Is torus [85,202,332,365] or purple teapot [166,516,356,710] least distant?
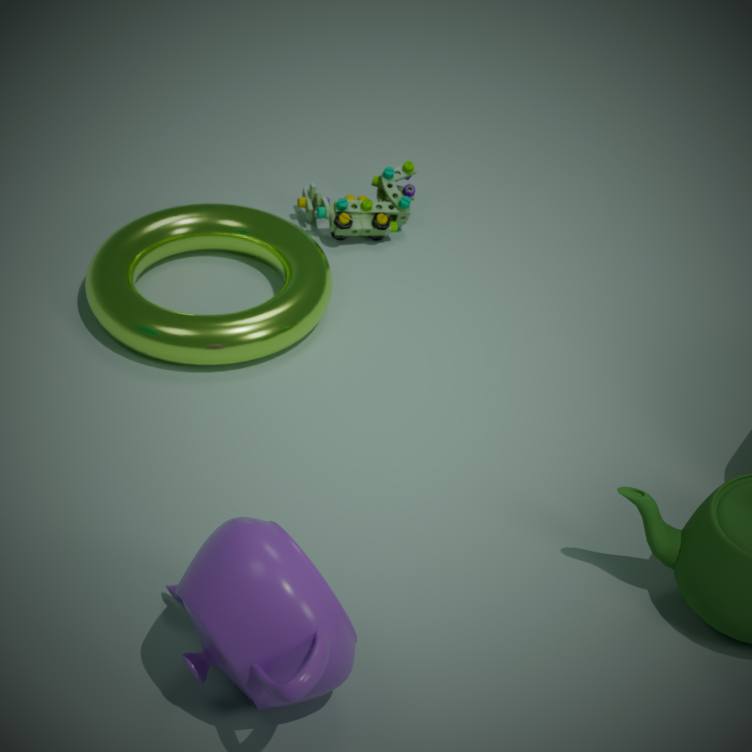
purple teapot [166,516,356,710]
